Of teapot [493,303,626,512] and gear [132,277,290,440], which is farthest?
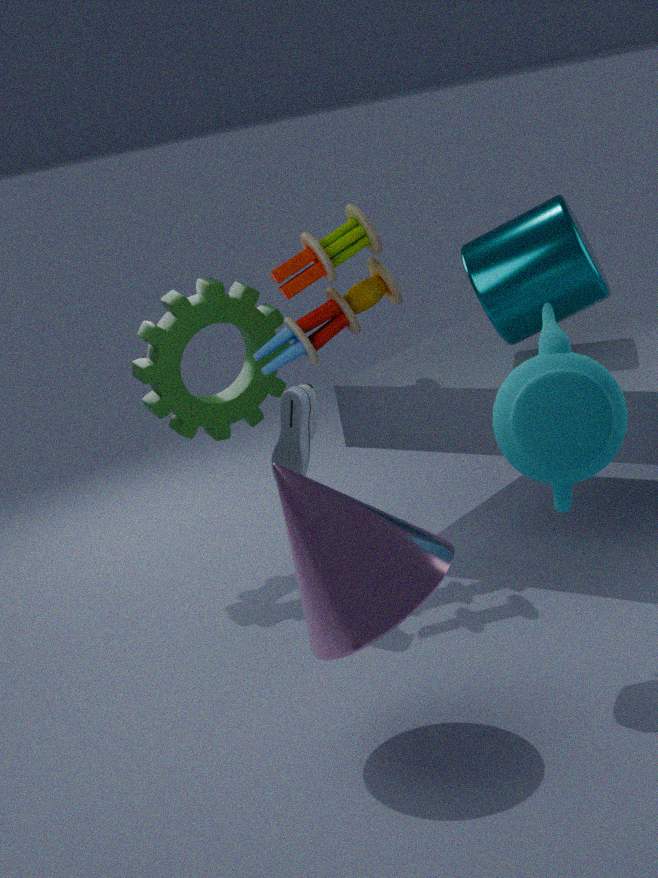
gear [132,277,290,440]
